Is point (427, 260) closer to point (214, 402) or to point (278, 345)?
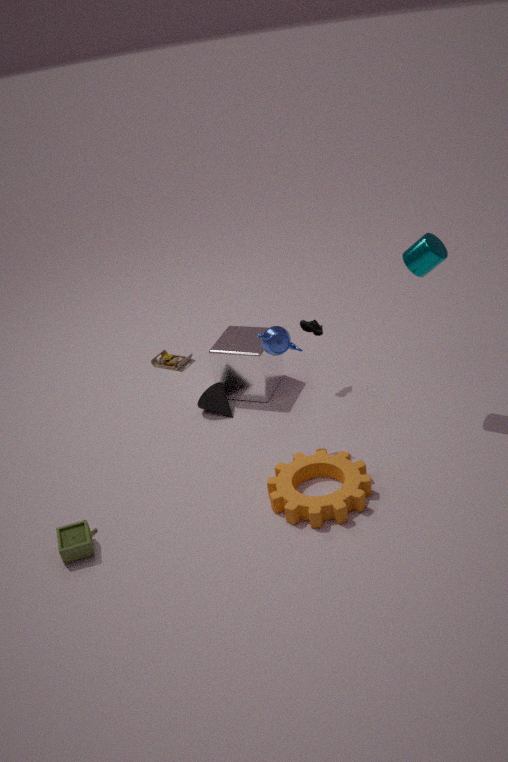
point (278, 345)
